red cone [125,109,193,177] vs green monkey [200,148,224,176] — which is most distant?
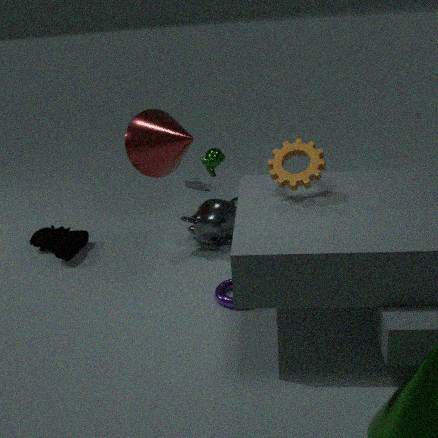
green monkey [200,148,224,176]
